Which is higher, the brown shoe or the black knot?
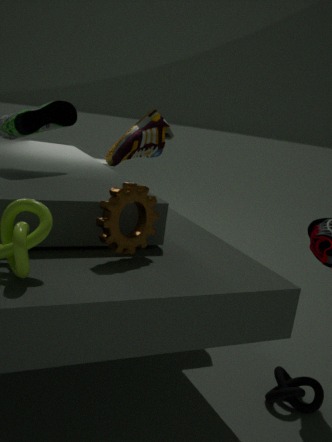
the brown shoe
